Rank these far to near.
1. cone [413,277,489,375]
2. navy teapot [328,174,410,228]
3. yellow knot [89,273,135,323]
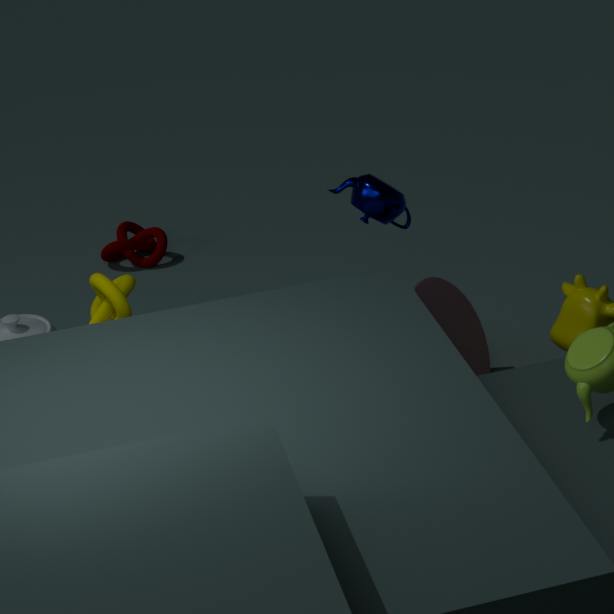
cone [413,277,489,375] → navy teapot [328,174,410,228] → yellow knot [89,273,135,323]
